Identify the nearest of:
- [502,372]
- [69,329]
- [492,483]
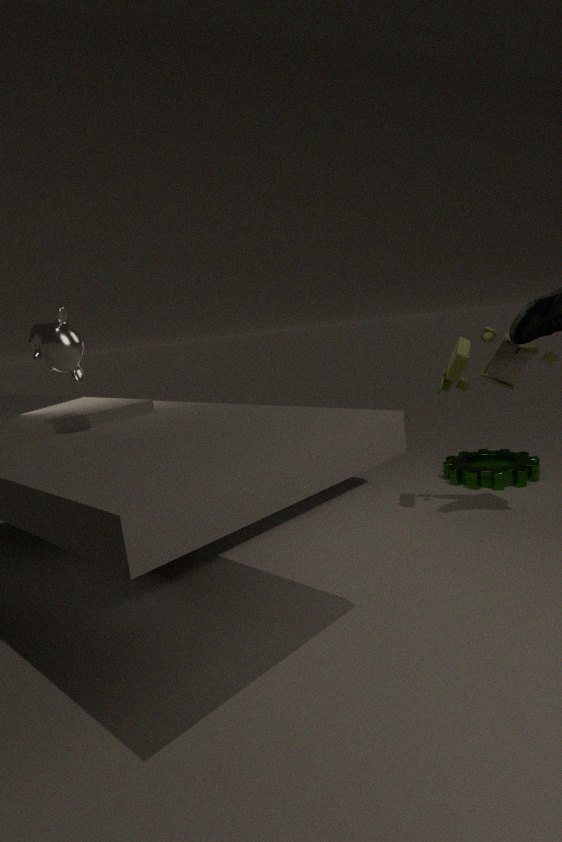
[69,329]
